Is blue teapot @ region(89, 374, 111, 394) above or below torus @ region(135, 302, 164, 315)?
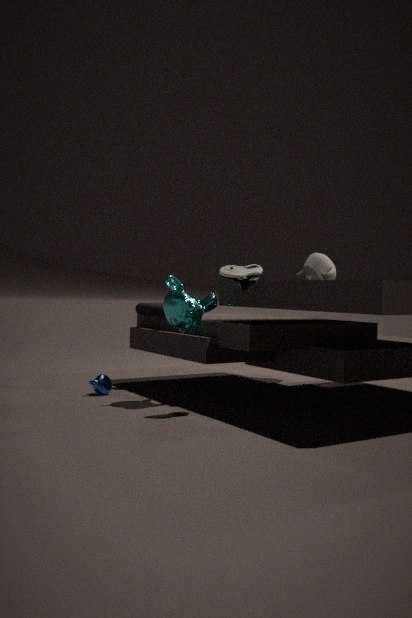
below
